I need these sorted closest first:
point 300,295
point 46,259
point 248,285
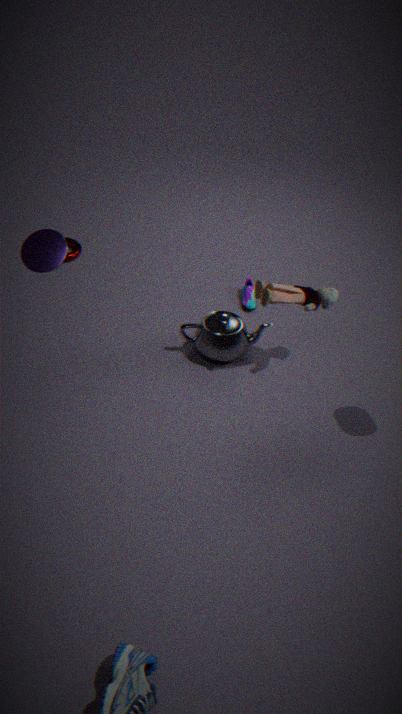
point 46,259, point 300,295, point 248,285
